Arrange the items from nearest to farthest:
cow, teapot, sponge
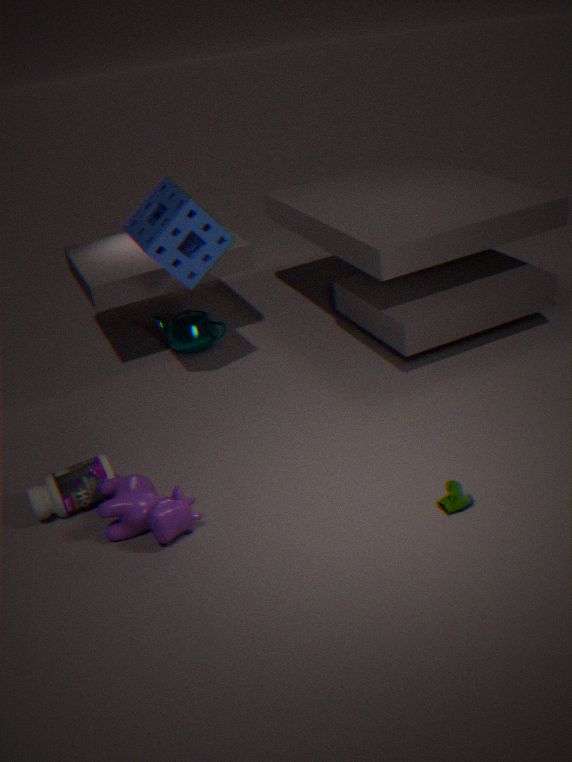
cow
sponge
teapot
